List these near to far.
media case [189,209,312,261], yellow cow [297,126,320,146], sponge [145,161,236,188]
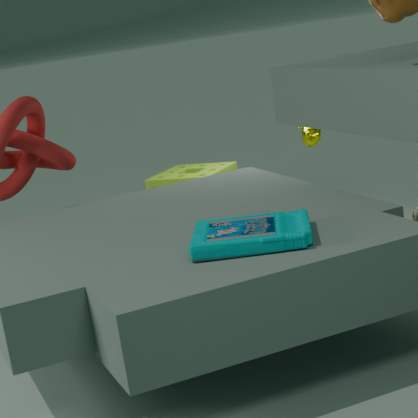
media case [189,209,312,261]
sponge [145,161,236,188]
yellow cow [297,126,320,146]
